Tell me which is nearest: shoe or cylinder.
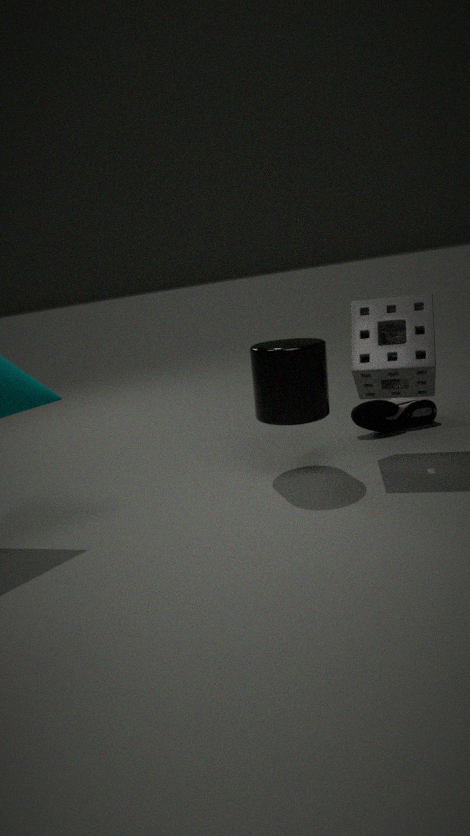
cylinder
